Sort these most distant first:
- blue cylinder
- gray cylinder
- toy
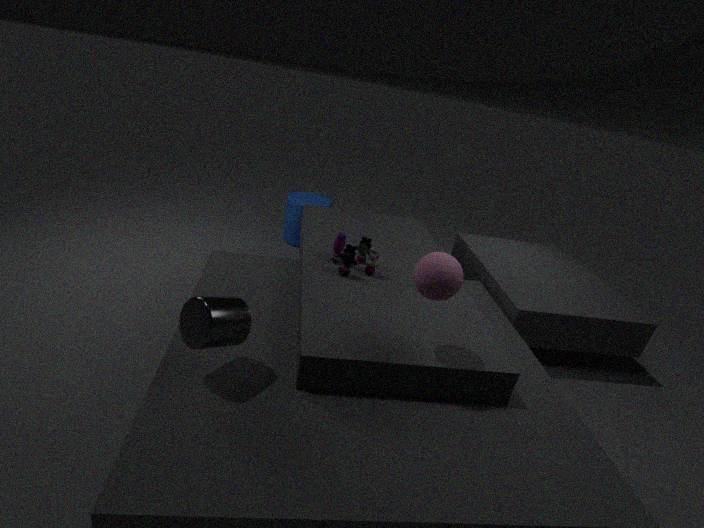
1. blue cylinder
2. toy
3. gray cylinder
